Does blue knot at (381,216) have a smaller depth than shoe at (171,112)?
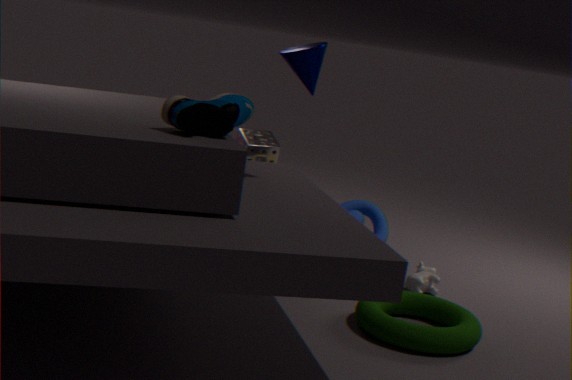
No
